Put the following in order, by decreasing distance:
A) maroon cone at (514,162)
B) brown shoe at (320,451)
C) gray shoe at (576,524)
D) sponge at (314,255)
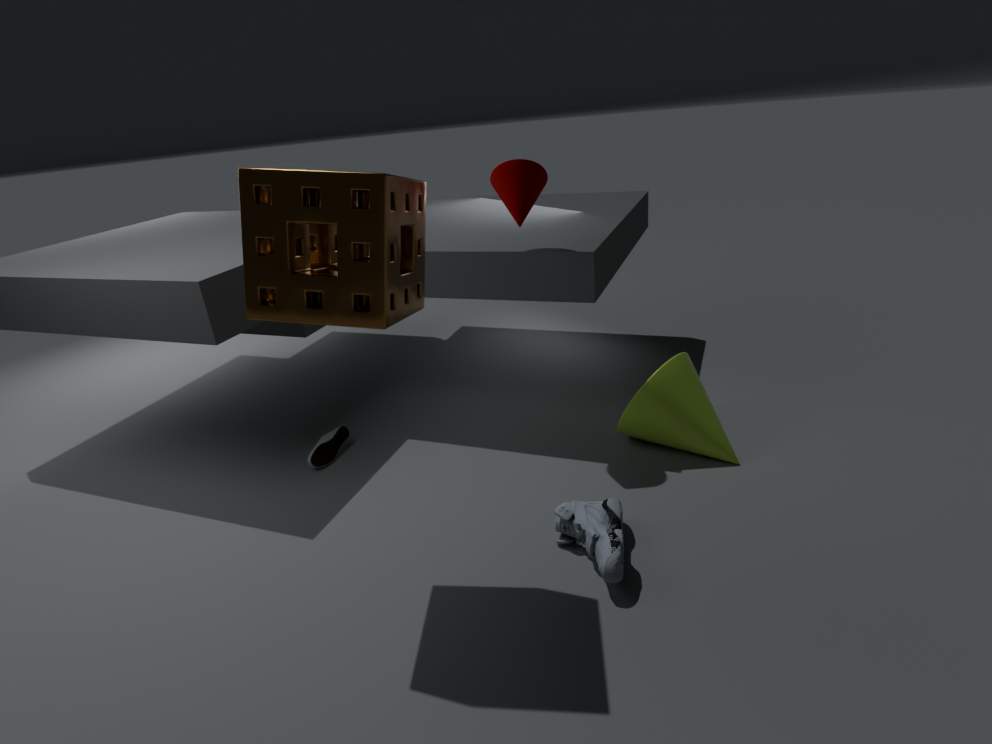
B. brown shoe at (320,451) < A. maroon cone at (514,162) < C. gray shoe at (576,524) < D. sponge at (314,255)
